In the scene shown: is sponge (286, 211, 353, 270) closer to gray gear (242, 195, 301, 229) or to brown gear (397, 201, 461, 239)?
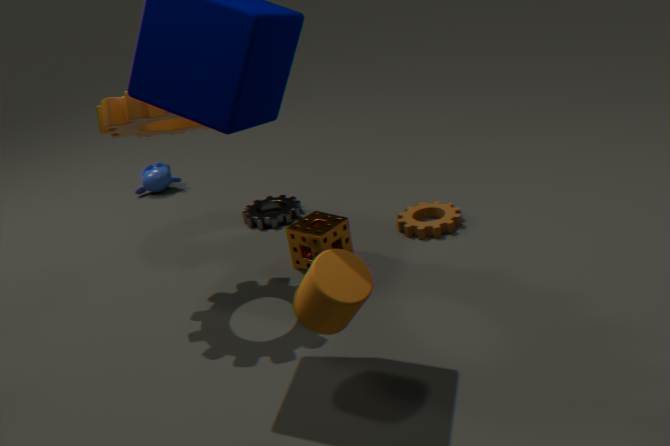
brown gear (397, 201, 461, 239)
